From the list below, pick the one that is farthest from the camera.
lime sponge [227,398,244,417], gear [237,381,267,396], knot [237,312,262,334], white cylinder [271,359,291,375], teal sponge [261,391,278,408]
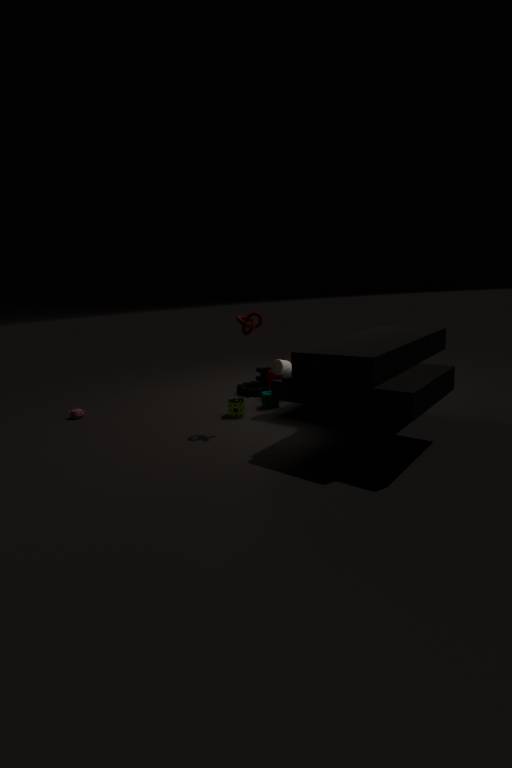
gear [237,381,267,396]
